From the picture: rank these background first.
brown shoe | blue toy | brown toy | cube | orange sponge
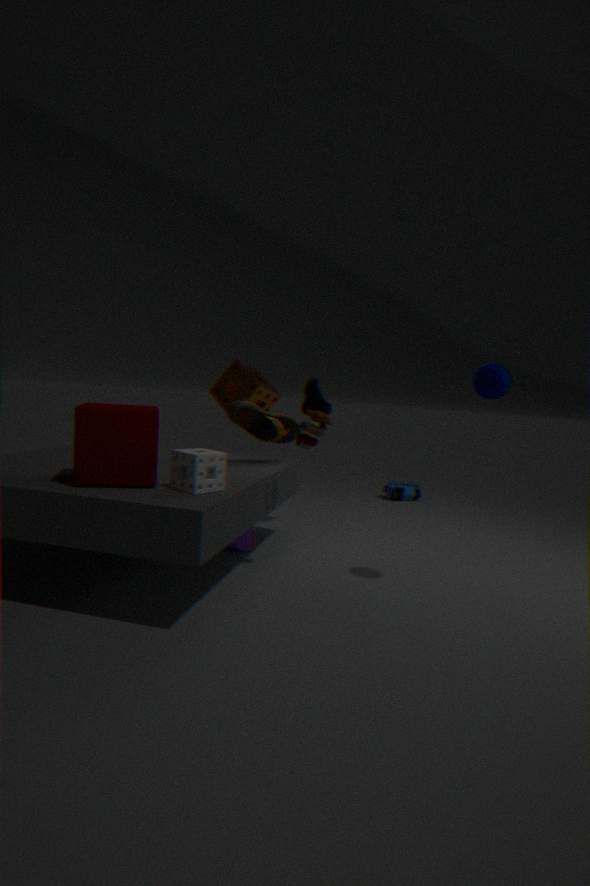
1. blue toy
2. orange sponge
3. brown shoe
4. brown toy
5. cube
